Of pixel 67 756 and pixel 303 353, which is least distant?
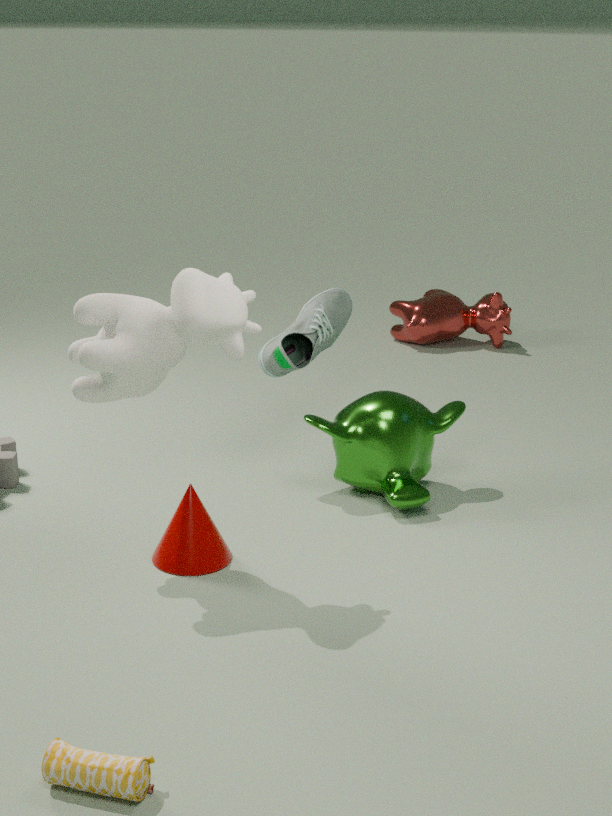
pixel 67 756
